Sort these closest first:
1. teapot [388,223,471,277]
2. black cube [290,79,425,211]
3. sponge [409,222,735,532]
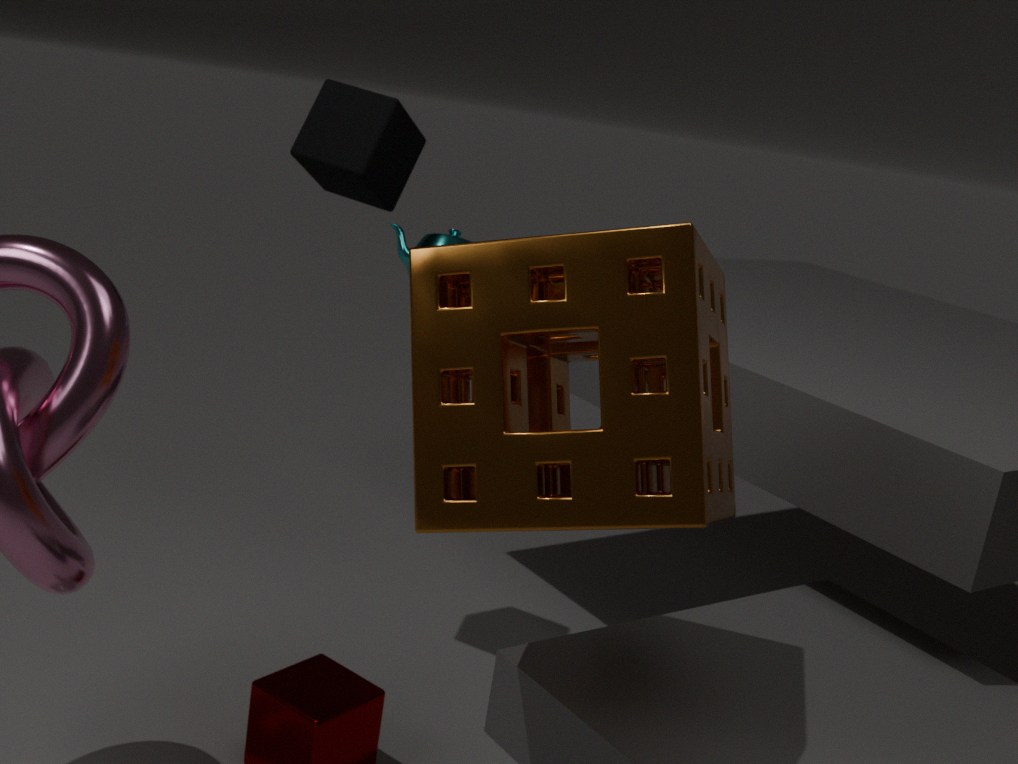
sponge [409,222,735,532] < black cube [290,79,425,211] < teapot [388,223,471,277]
